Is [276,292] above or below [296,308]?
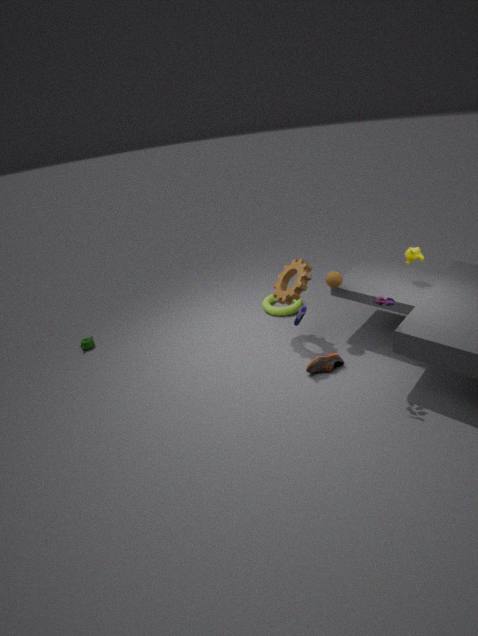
above
